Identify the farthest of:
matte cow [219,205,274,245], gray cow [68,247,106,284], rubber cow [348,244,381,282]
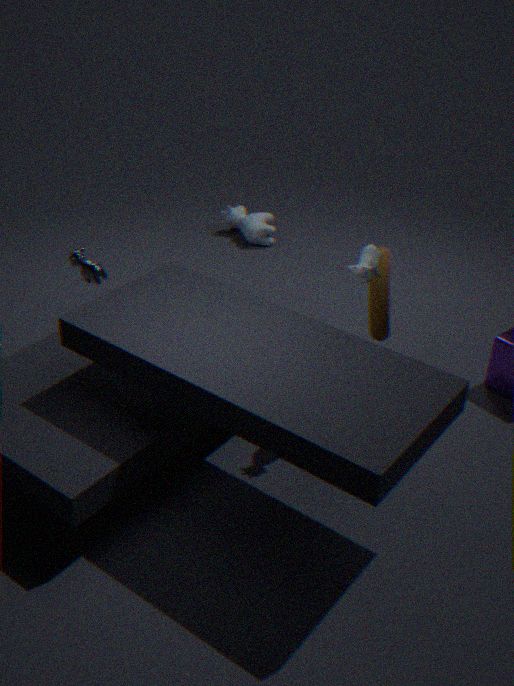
matte cow [219,205,274,245]
